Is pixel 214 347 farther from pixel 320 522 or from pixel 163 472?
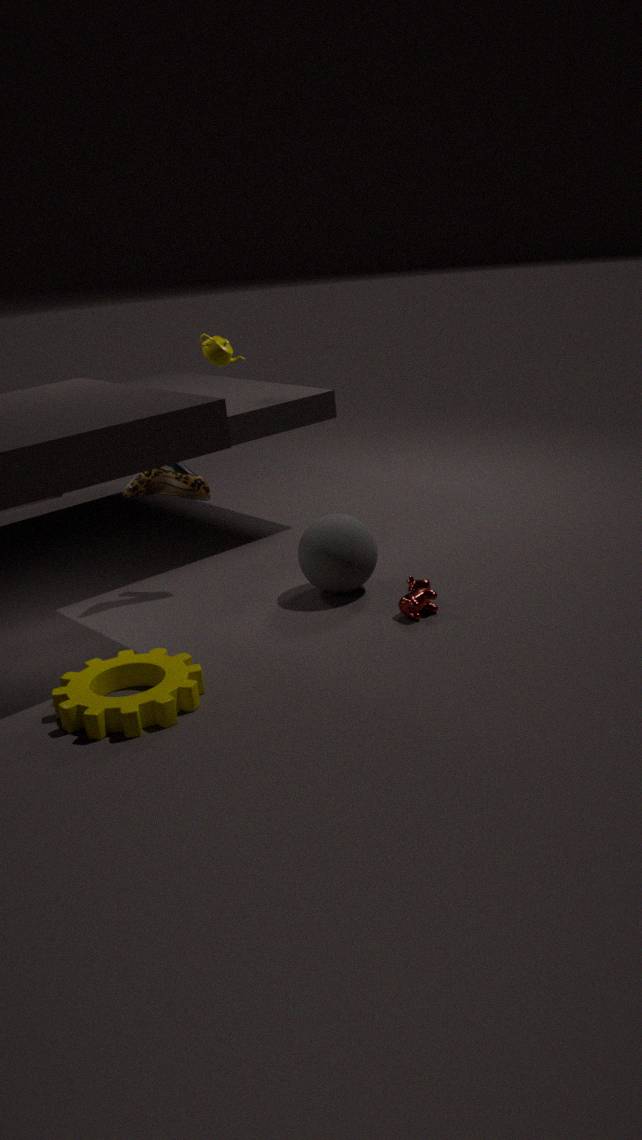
pixel 320 522
